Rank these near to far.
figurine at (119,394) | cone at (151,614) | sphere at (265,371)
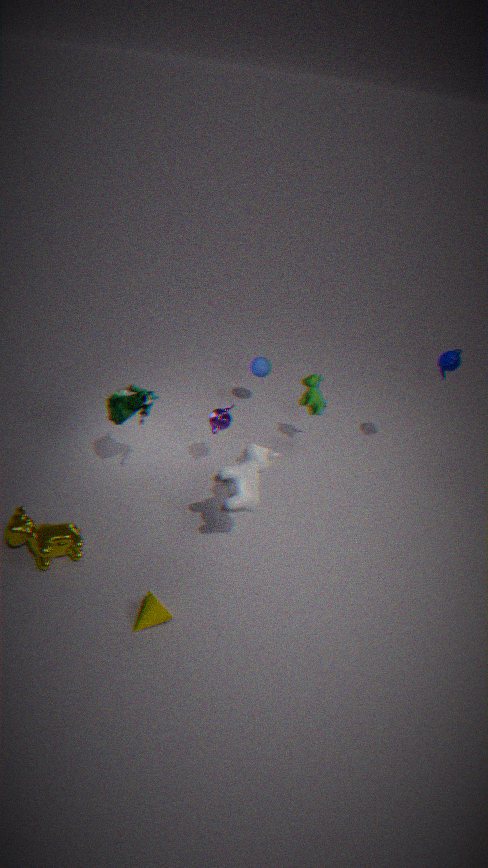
cone at (151,614), figurine at (119,394), sphere at (265,371)
